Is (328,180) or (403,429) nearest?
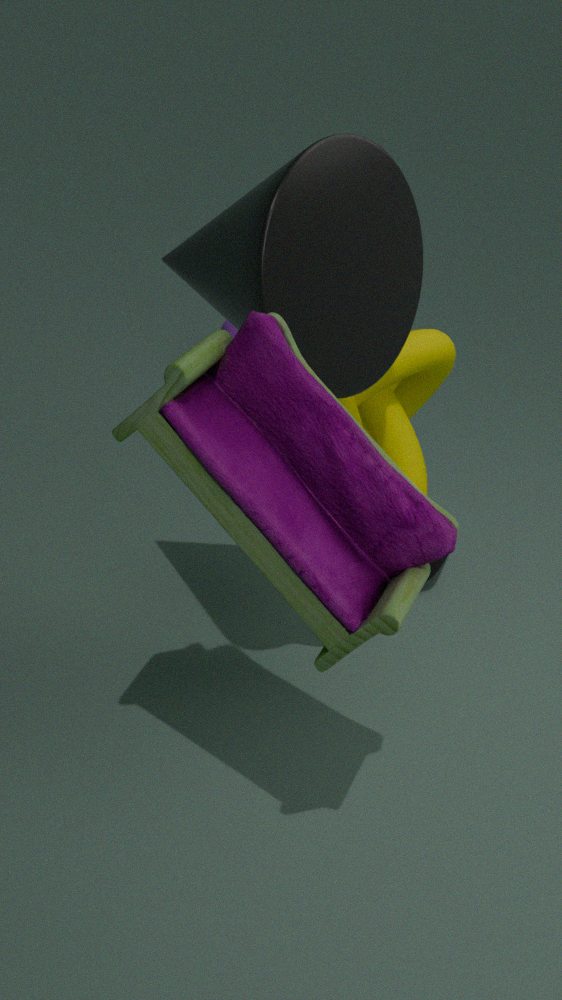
(328,180)
